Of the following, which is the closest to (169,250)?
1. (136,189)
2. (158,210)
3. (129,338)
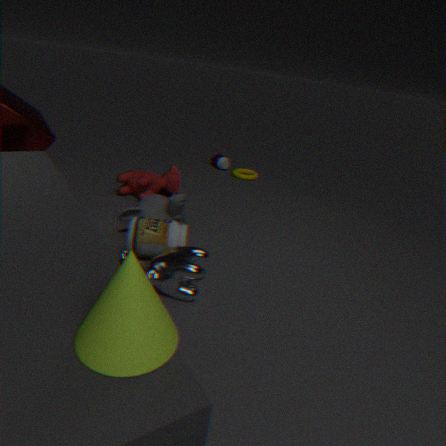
(158,210)
